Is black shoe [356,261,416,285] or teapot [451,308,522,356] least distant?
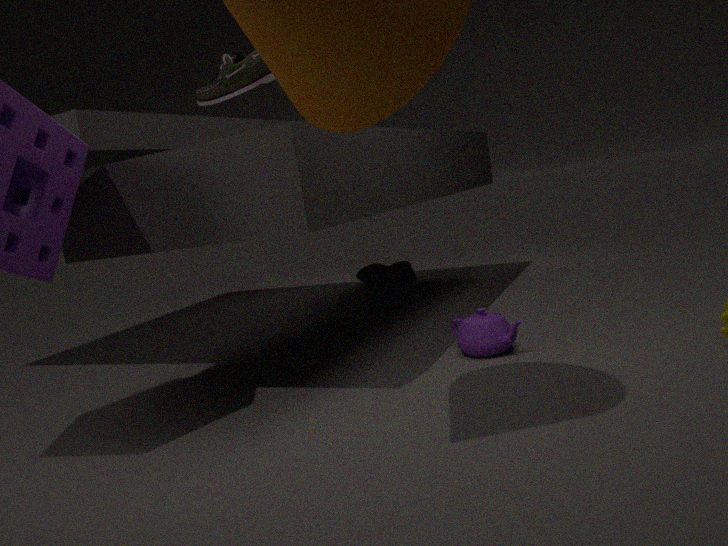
teapot [451,308,522,356]
